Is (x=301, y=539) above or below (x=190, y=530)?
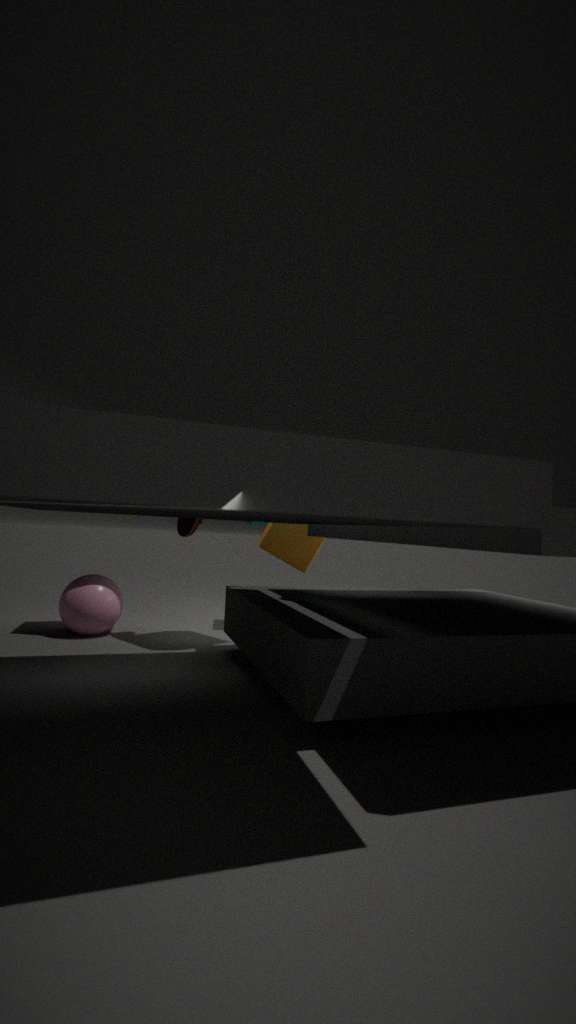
below
